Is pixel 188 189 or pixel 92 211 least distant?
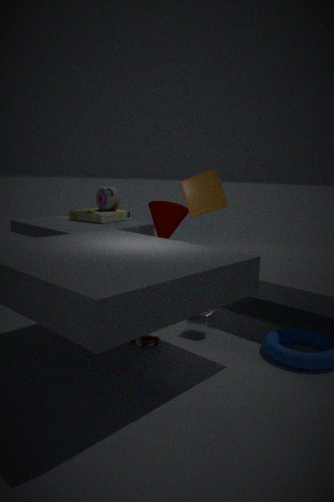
pixel 188 189
